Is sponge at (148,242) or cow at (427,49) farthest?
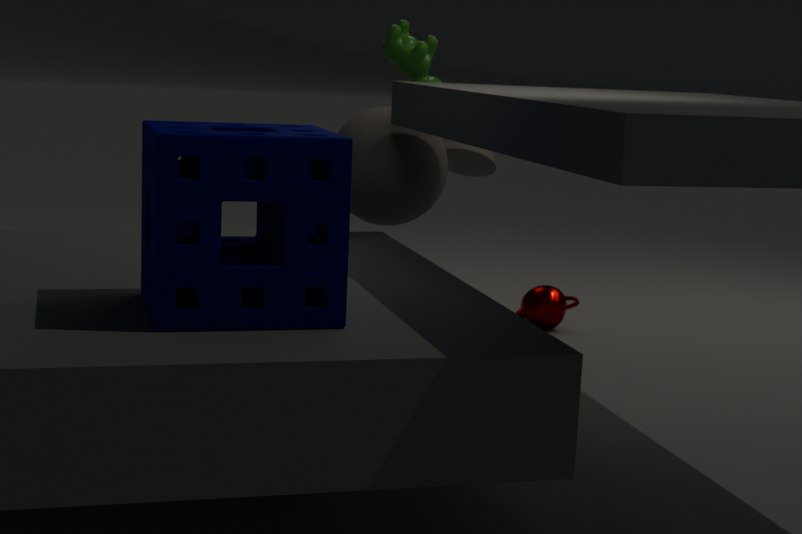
cow at (427,49)
